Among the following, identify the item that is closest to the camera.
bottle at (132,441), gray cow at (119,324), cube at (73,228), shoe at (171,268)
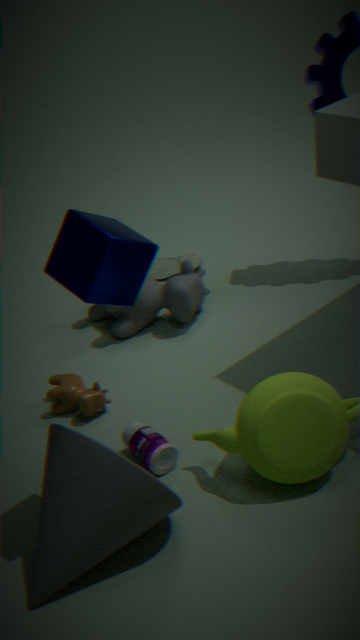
cube at (73,228)
